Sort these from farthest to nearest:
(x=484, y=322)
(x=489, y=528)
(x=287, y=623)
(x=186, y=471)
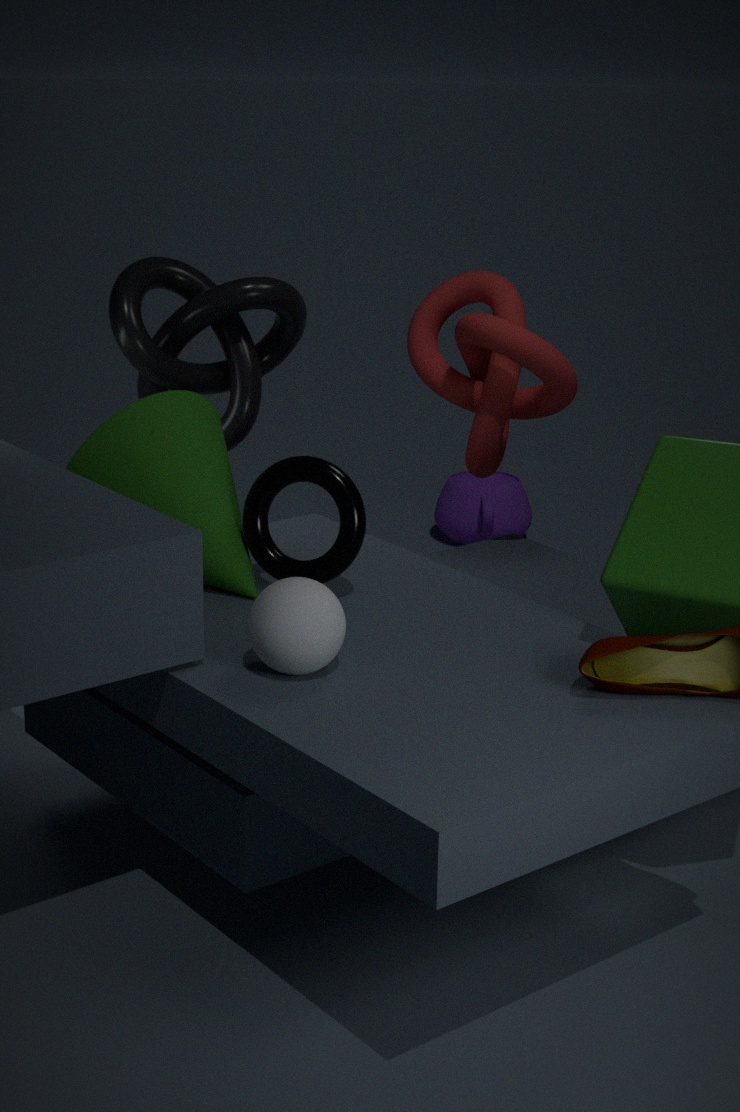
(x=489, y=528), (x=484, y=322), (x=186, y=471), (x=287, y=623)
